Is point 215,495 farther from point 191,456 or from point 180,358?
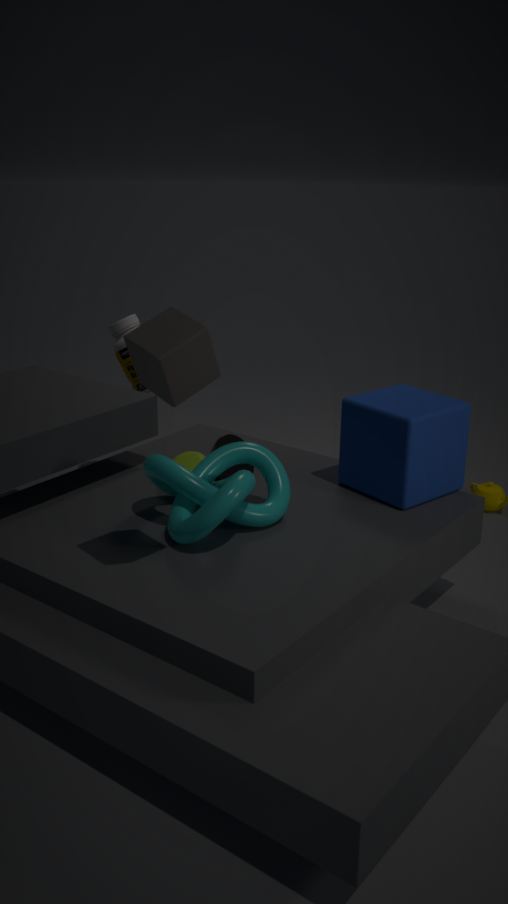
point 180,358
